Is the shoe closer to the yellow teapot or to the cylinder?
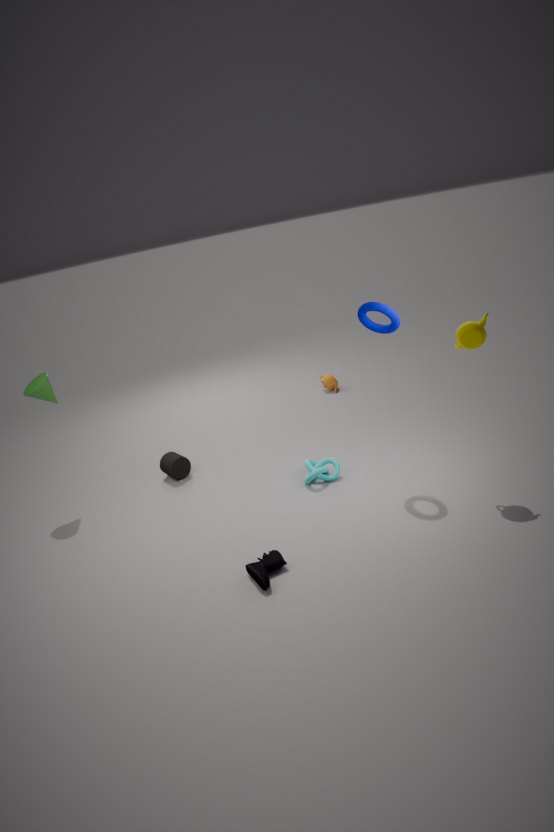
the cylinder
